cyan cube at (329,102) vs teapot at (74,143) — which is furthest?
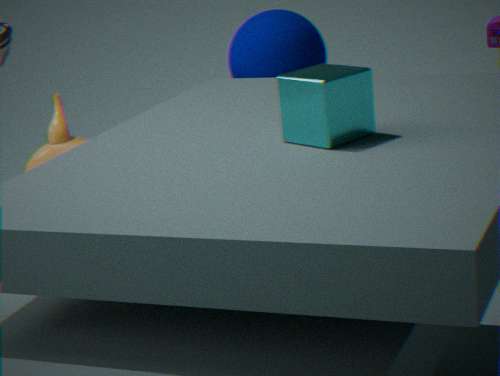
A: teapot at (74,143)
